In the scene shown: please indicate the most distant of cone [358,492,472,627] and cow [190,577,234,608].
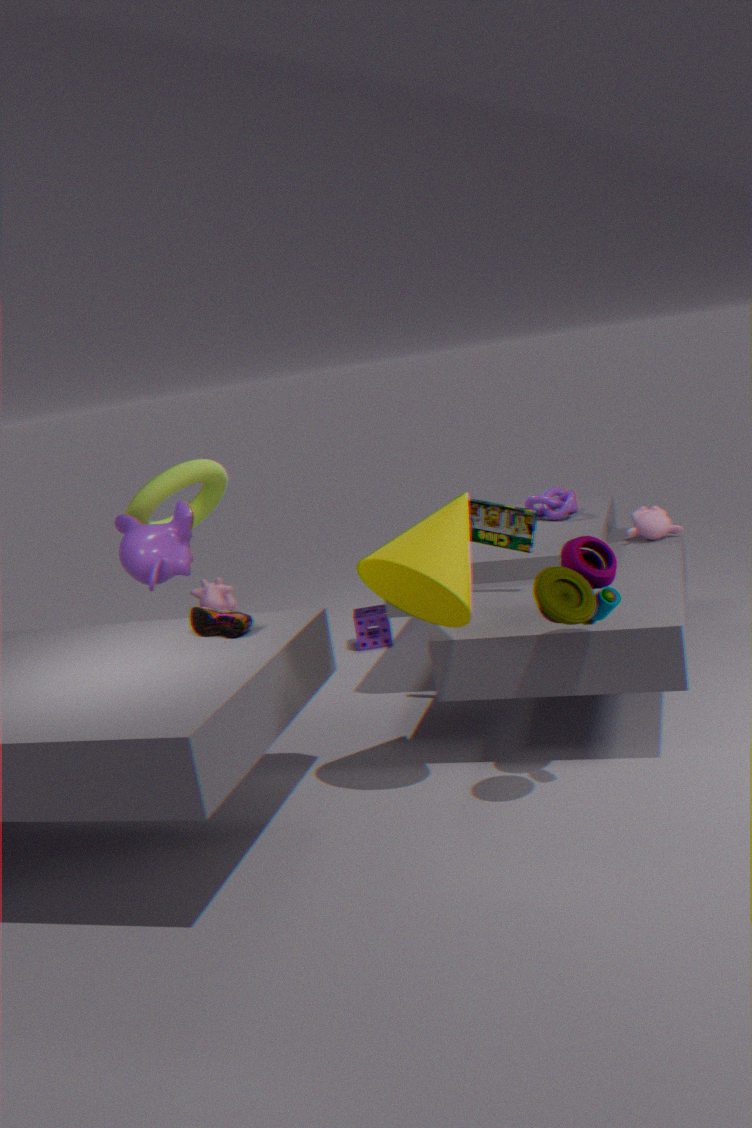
cow [190,577,234,608]
